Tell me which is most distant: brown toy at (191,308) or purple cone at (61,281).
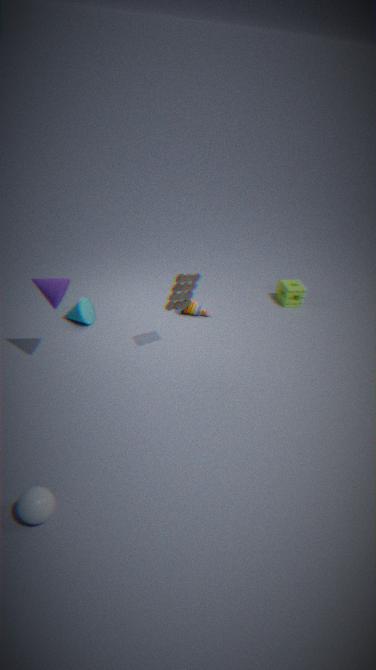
brown toy at (191,308)
